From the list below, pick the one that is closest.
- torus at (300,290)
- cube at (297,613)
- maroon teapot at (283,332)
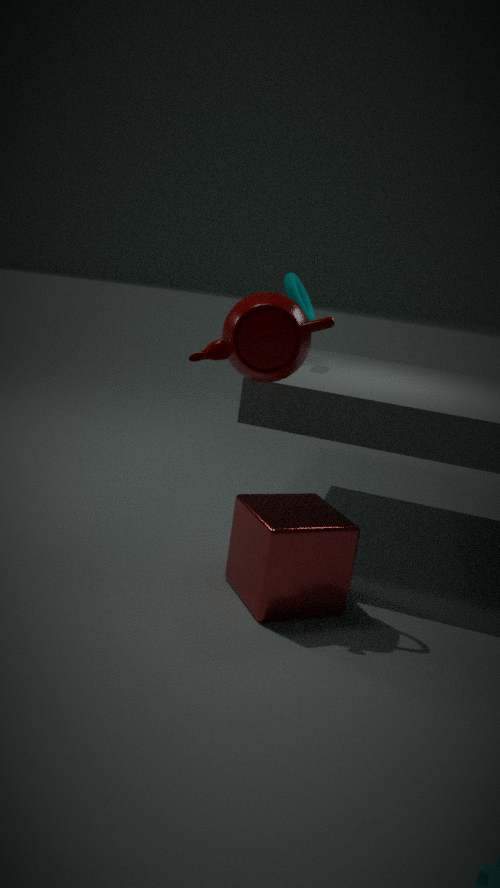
cube at (297,613)
